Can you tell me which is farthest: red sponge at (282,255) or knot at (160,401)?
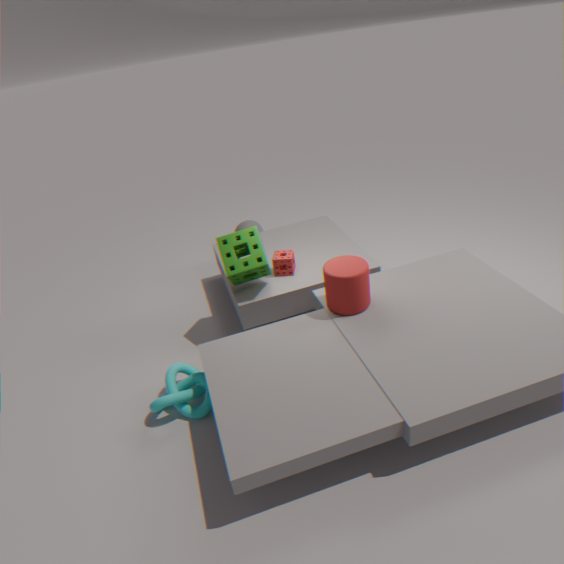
red sponge at (282,255)
